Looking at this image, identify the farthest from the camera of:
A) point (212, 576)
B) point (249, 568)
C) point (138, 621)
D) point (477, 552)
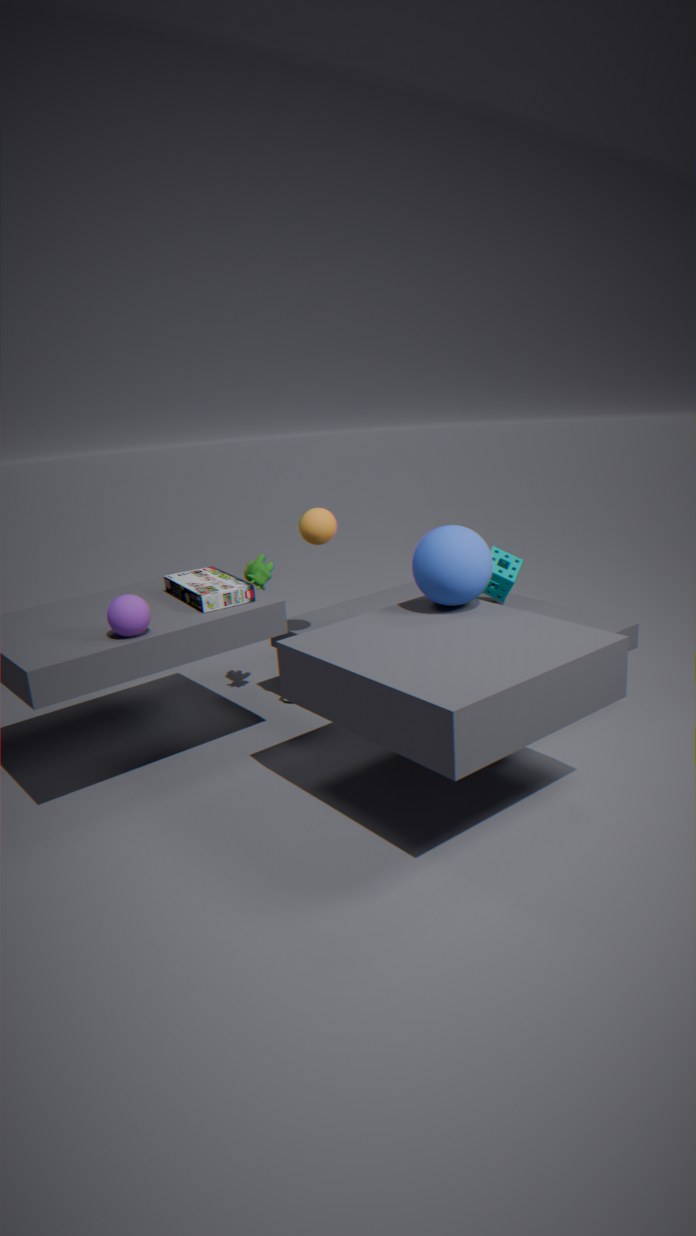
point (249, 568)
